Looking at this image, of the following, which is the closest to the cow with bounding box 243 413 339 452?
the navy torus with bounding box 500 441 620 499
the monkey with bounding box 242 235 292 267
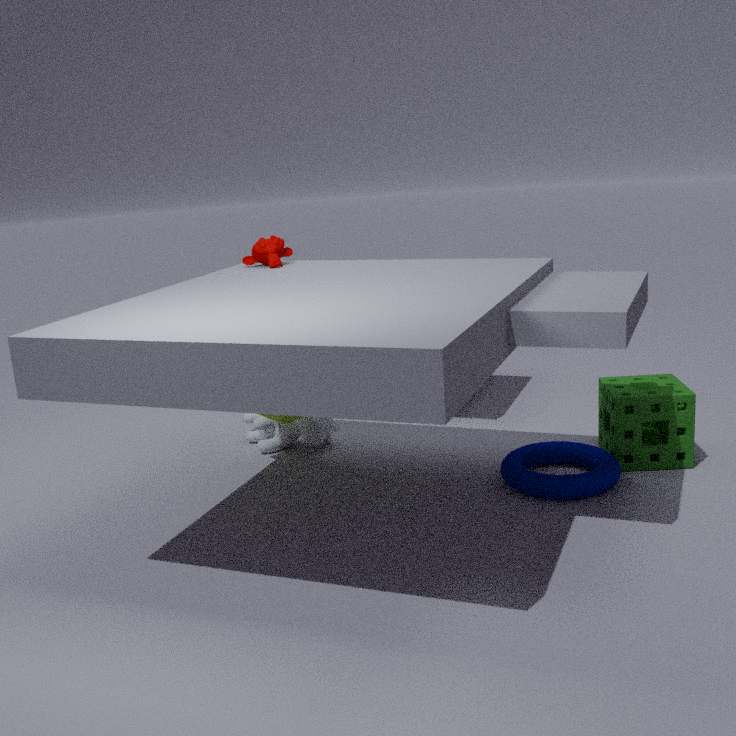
the monkey with bounding box 242 235 292 267
